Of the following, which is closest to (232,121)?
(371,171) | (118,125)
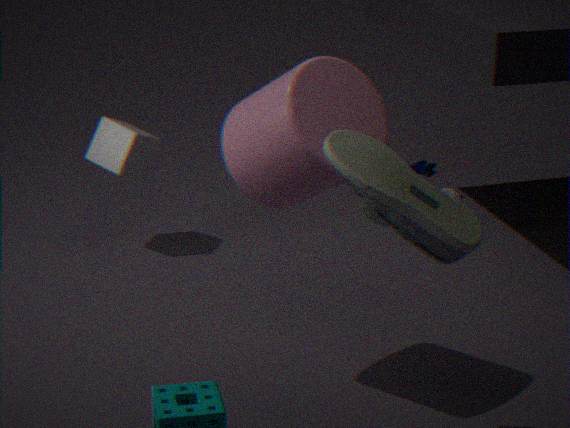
(371,171)
